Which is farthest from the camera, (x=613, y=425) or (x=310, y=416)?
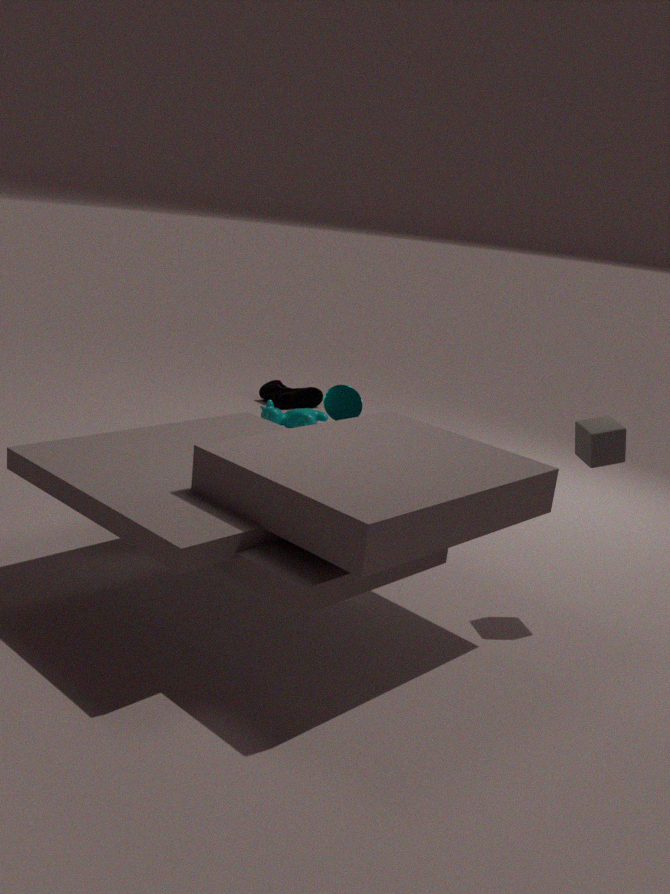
(x=310, y=416)
